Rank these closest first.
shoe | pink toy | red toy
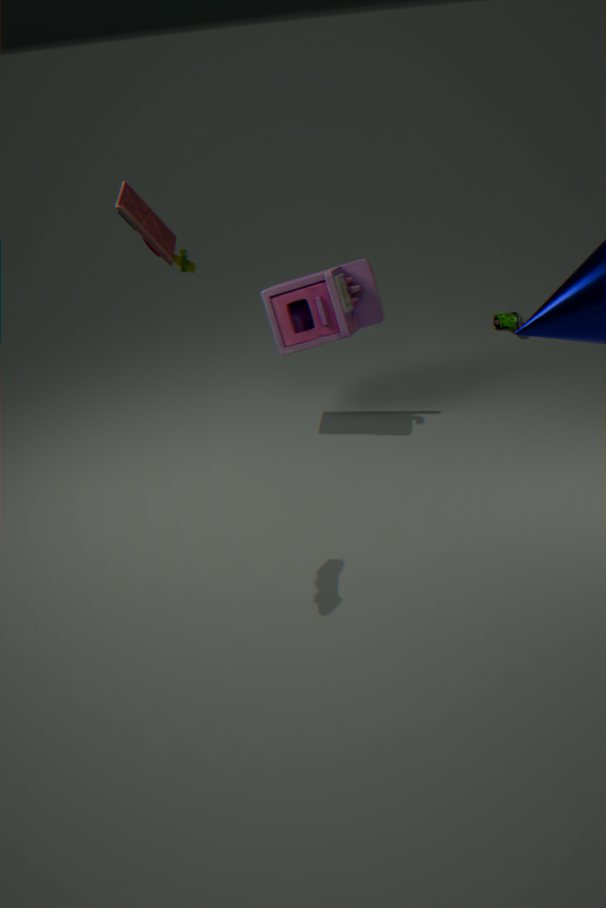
1. red toy
2. pink toy
3. shoe
